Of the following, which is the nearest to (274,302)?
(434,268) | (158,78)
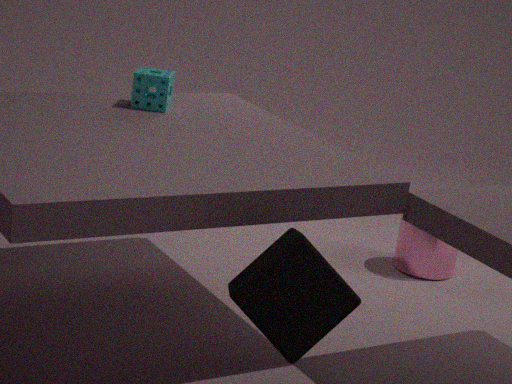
(158,78)
